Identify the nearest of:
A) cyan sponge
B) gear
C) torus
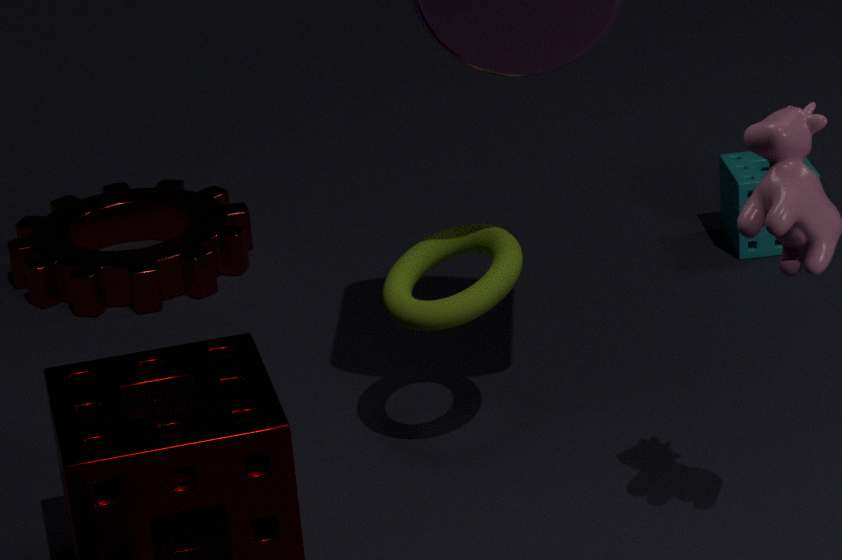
torus
